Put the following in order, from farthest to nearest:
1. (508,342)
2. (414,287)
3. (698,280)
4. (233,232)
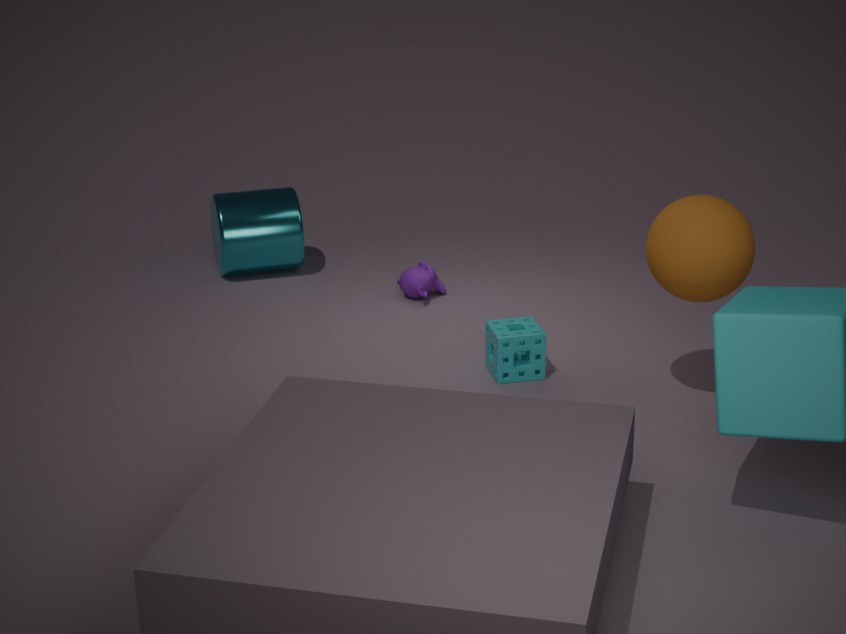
(233,232), (414,287), (508,342), (698,280)
